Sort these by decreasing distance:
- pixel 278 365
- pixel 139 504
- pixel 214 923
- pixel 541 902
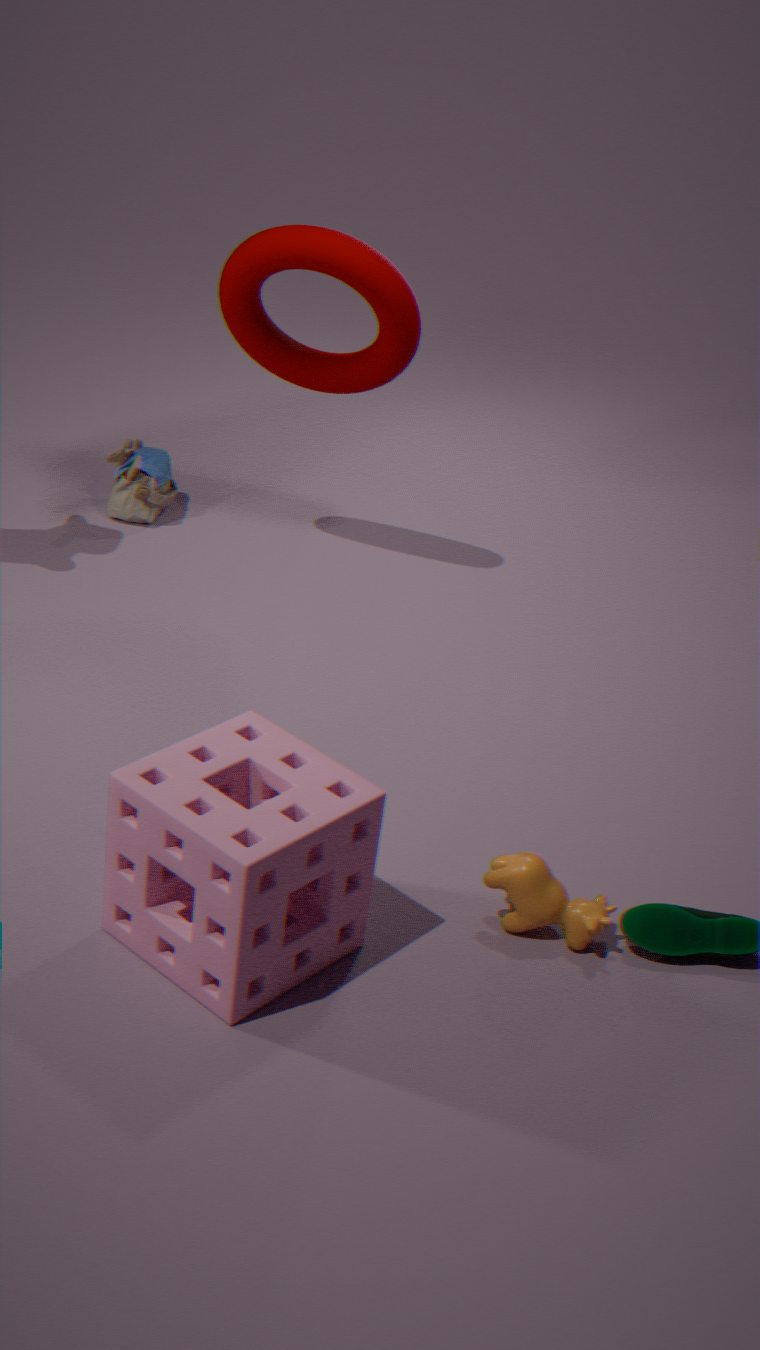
1. pixel 139 504
2. pixel 278 365
3. pixel 541 902
4. pixel 214 923
